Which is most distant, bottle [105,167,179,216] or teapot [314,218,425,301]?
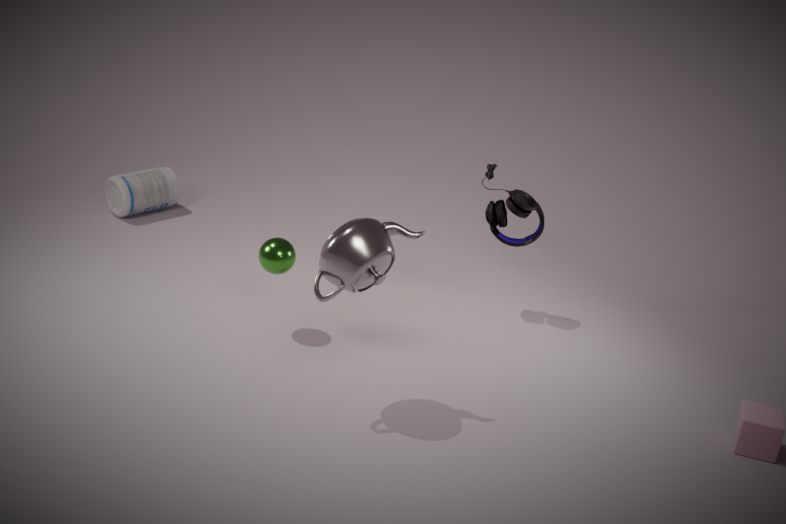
bottle [105,167,179,216]
